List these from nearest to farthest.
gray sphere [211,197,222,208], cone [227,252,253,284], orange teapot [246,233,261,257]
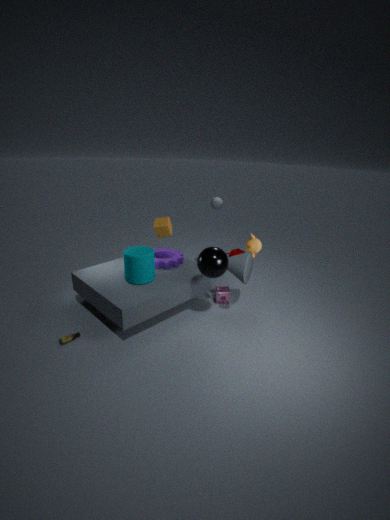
orange teapot [246,233,261,257] < cone [227,252,253,284] < gray sphere [211,197,222,208]
